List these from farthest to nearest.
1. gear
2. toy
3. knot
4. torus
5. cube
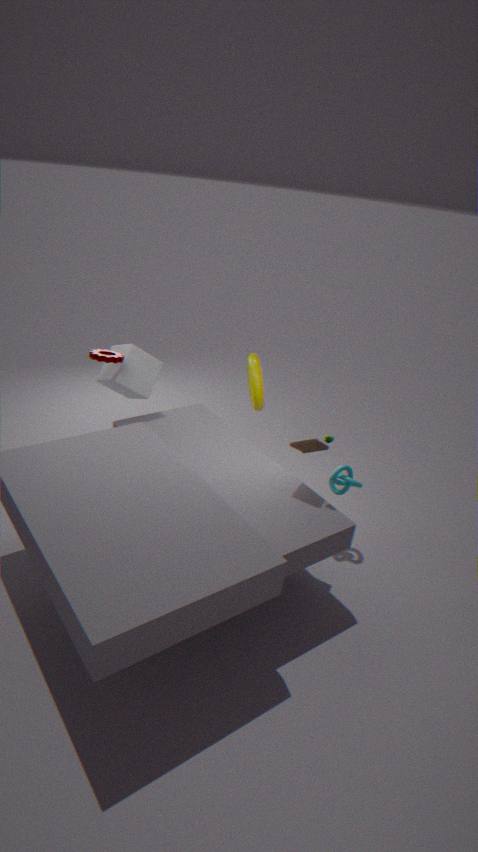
torus
cube
gear
knot
toy
